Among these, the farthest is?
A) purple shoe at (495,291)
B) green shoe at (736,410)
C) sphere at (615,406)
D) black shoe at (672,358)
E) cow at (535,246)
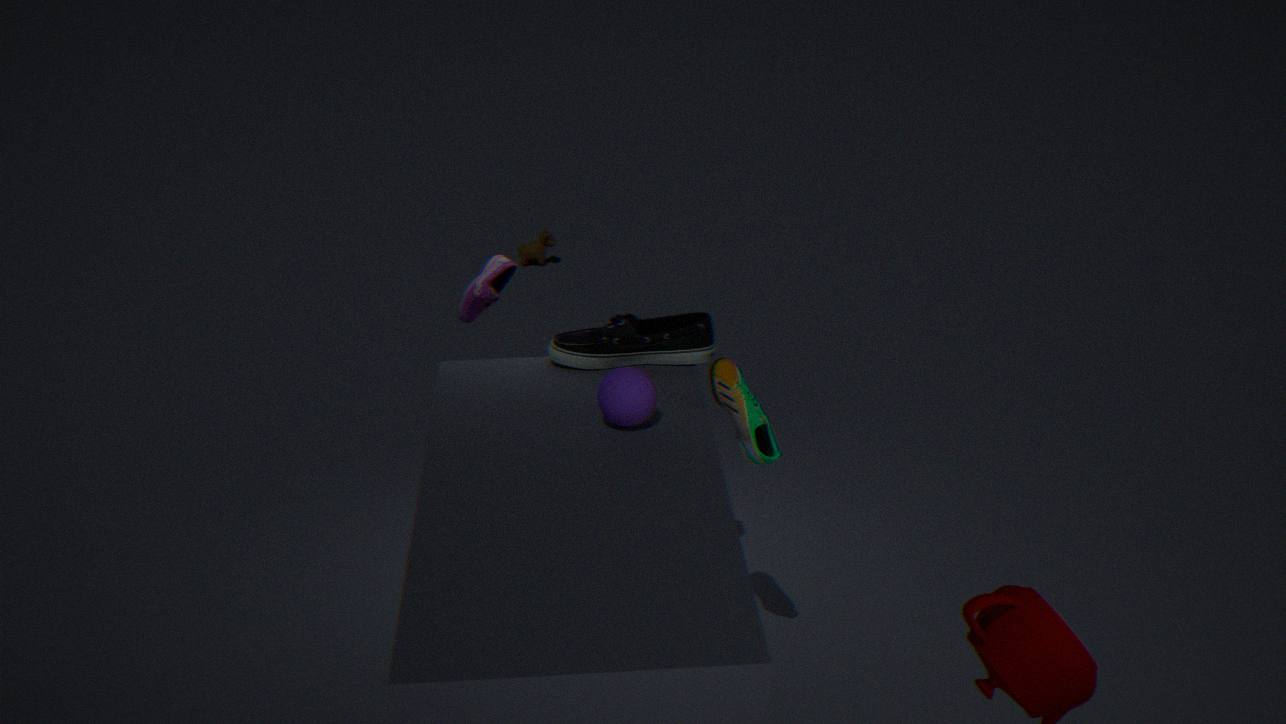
cow at (535,246)
